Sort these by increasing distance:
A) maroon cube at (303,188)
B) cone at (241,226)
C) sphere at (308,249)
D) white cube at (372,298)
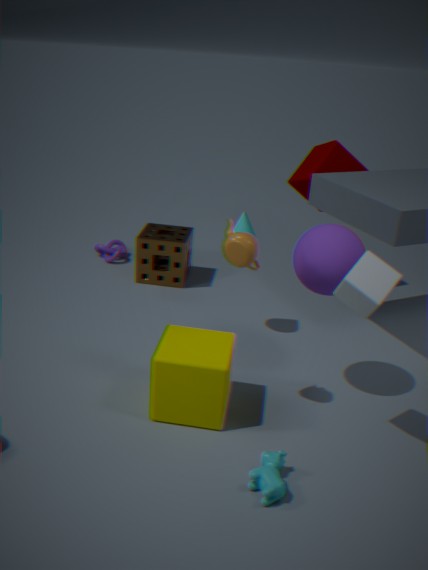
white cube at (372,298)
sphere at (308,249)
cone at (241,226)
maroon cube at (303,188)
